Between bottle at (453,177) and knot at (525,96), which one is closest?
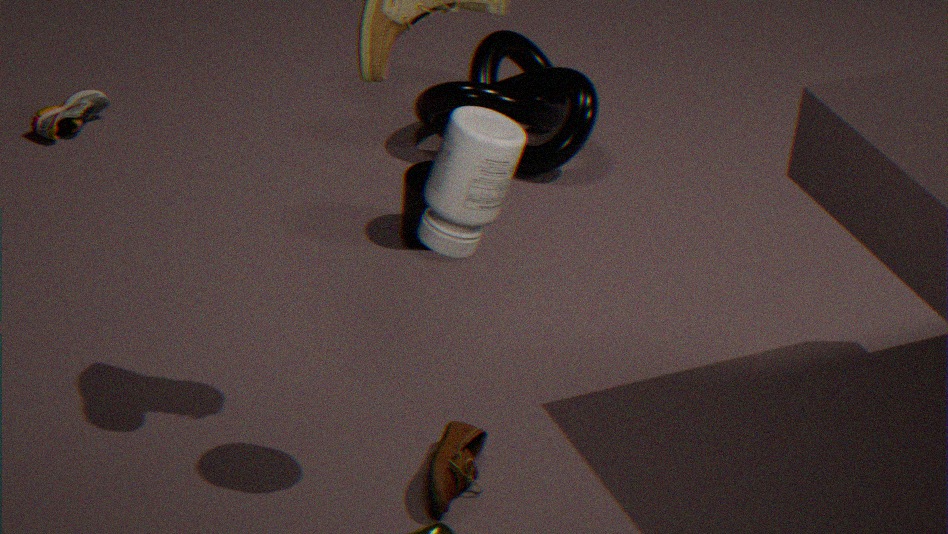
bottle at (453,177)
